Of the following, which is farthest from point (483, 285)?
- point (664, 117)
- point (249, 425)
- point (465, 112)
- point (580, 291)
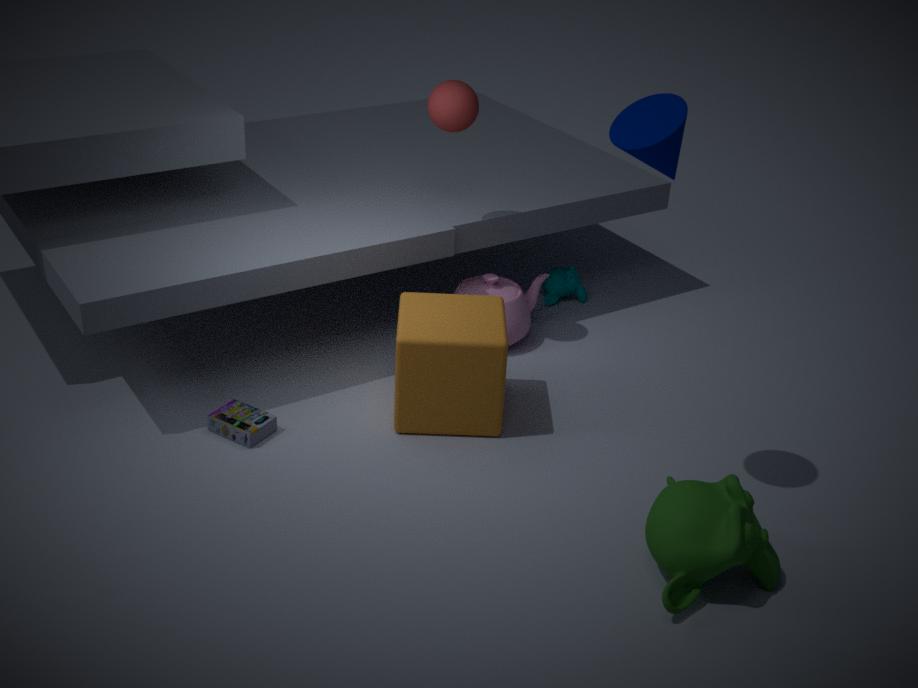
point (664, 117)
